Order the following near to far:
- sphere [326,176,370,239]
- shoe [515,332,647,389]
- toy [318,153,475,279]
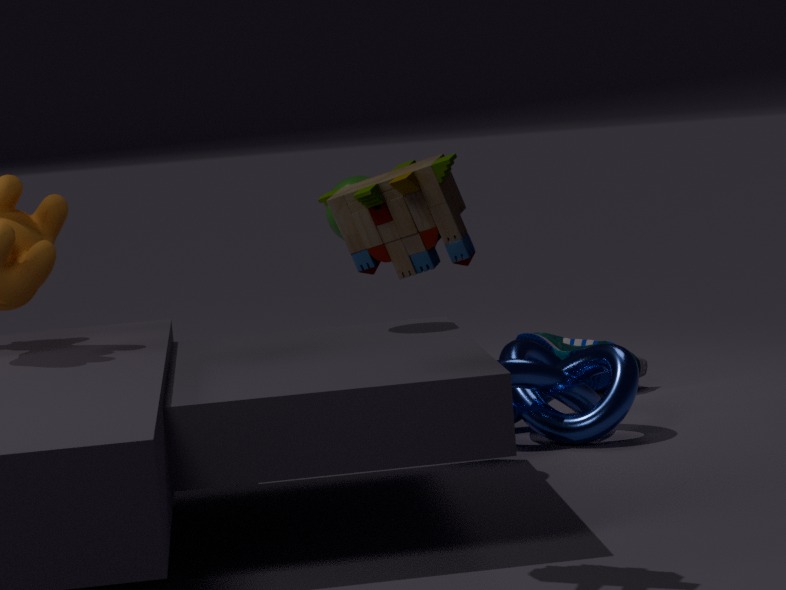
toy [318,153,475,279] → sphere [326,176,370,239] → shoe [515,332,647,389]
